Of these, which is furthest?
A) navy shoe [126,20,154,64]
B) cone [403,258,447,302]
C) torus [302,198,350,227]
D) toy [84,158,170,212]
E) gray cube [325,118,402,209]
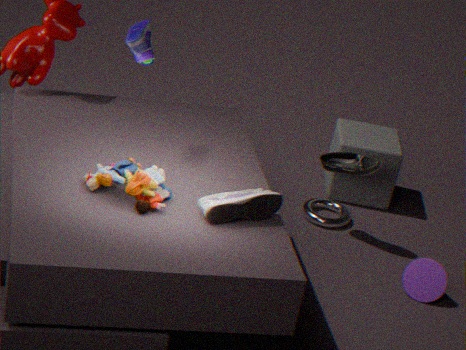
E. gray cube [325,118,402,209]
